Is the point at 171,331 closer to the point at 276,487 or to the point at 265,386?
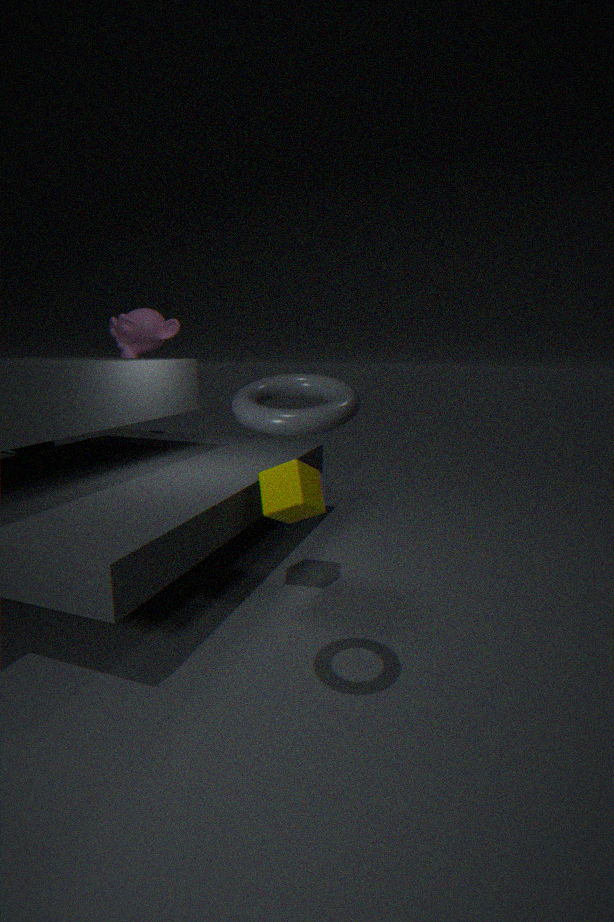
the point at 276,487
